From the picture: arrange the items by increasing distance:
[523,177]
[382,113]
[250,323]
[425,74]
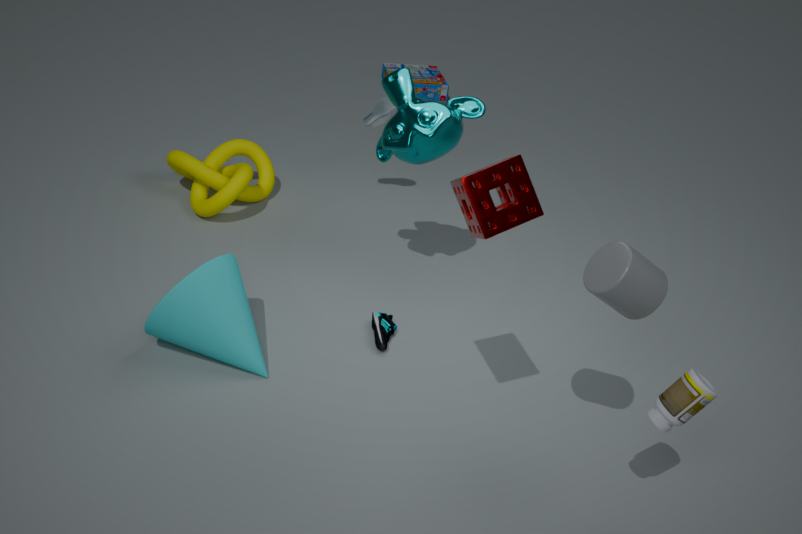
[523,177], [250,323], [382,113], [425,74]
